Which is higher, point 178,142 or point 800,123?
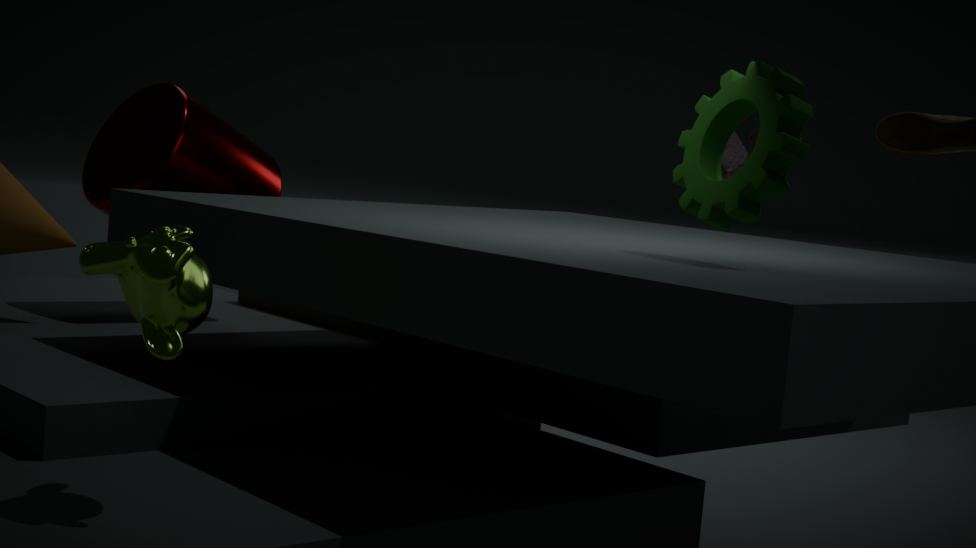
point 800,123
